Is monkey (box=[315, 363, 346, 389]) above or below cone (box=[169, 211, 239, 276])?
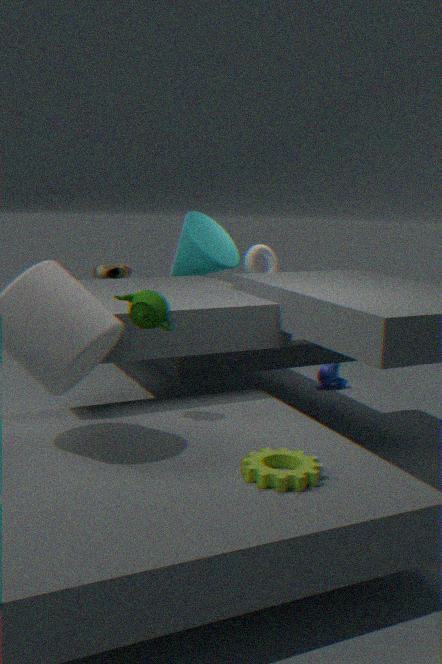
below
